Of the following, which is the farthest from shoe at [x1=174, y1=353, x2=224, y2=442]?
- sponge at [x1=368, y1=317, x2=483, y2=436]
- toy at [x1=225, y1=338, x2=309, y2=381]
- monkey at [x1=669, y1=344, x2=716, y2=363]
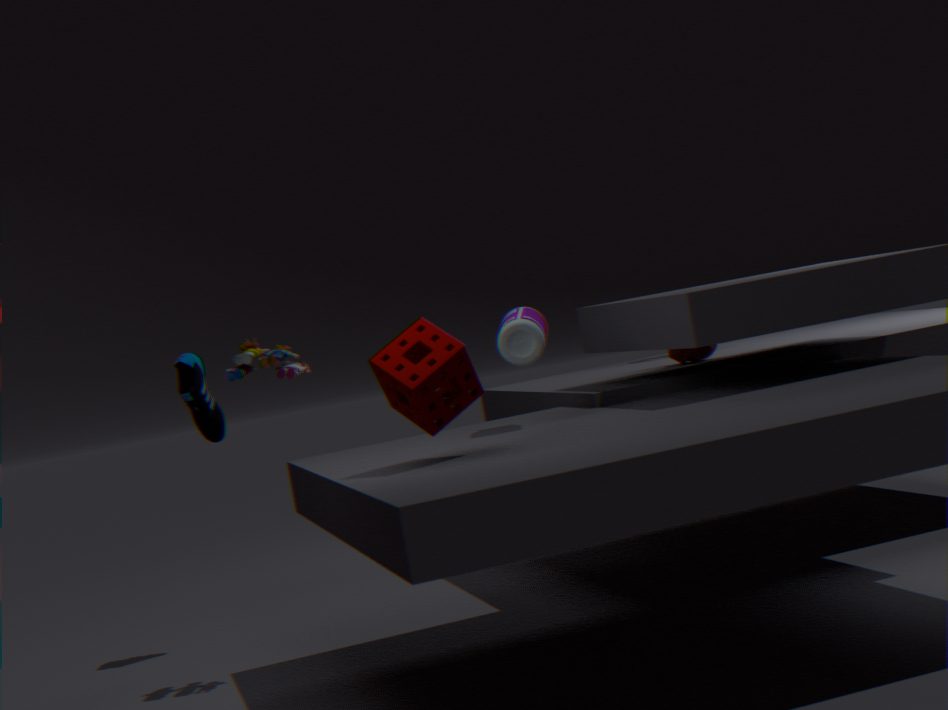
monkey at [x1=669, y1=344, x2=716, y2=363]
